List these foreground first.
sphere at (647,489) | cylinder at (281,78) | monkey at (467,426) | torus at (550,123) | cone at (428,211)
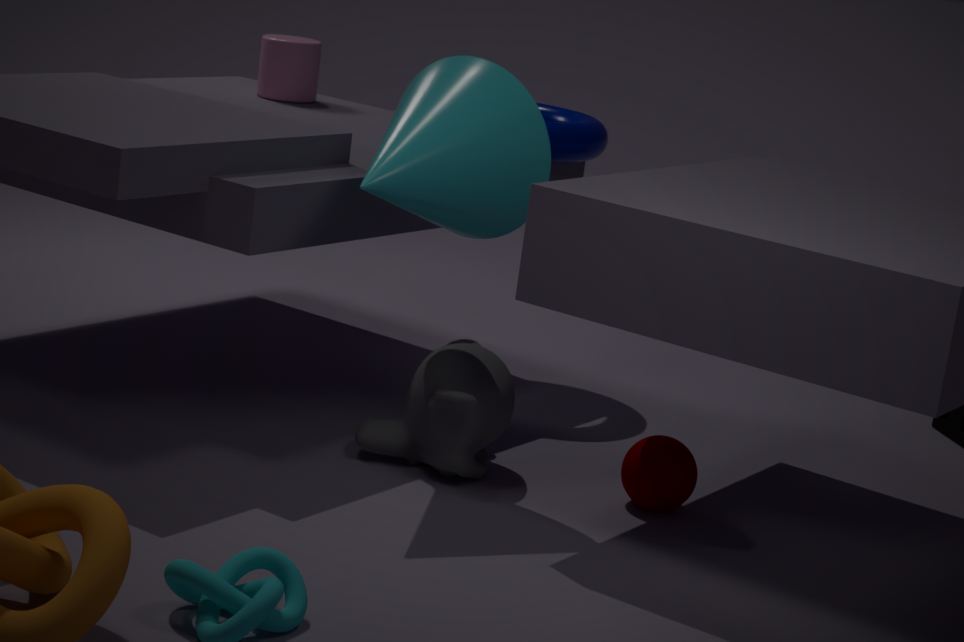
cone at (428,211), monkey at (467,426), sphere at (647,489), torus at (550,123), cylinder at (281,78)
